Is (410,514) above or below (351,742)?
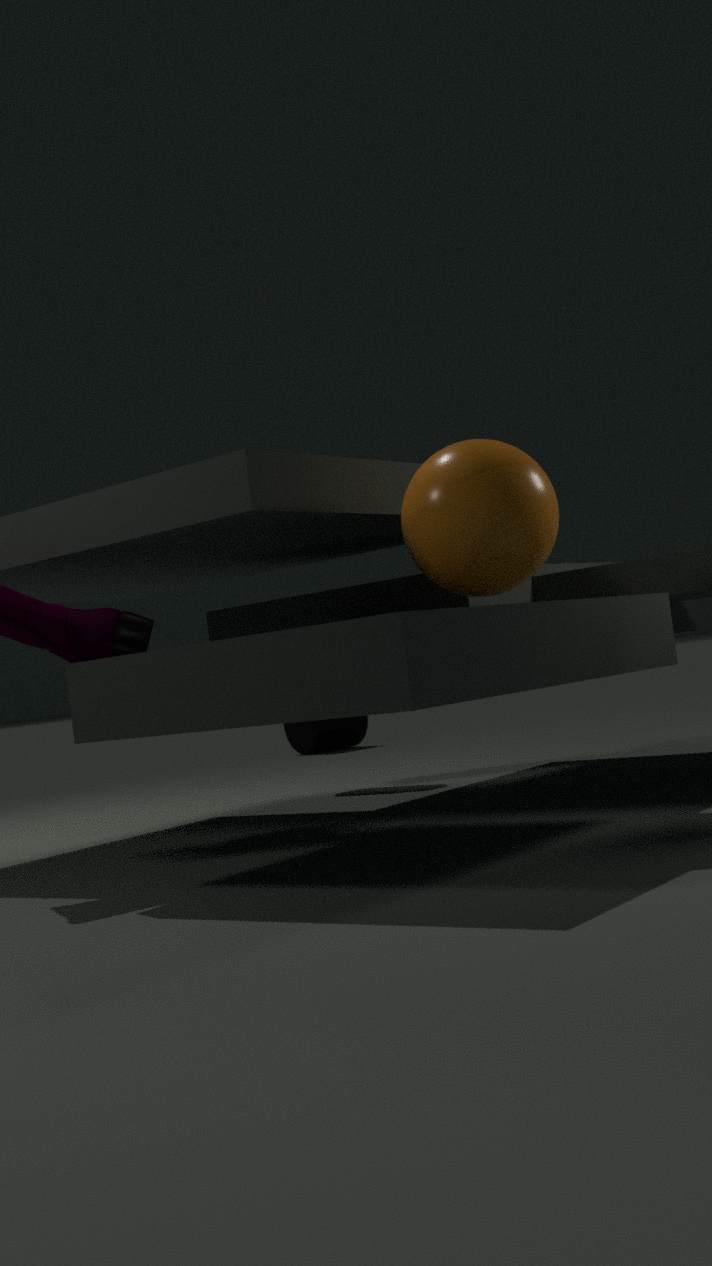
above
